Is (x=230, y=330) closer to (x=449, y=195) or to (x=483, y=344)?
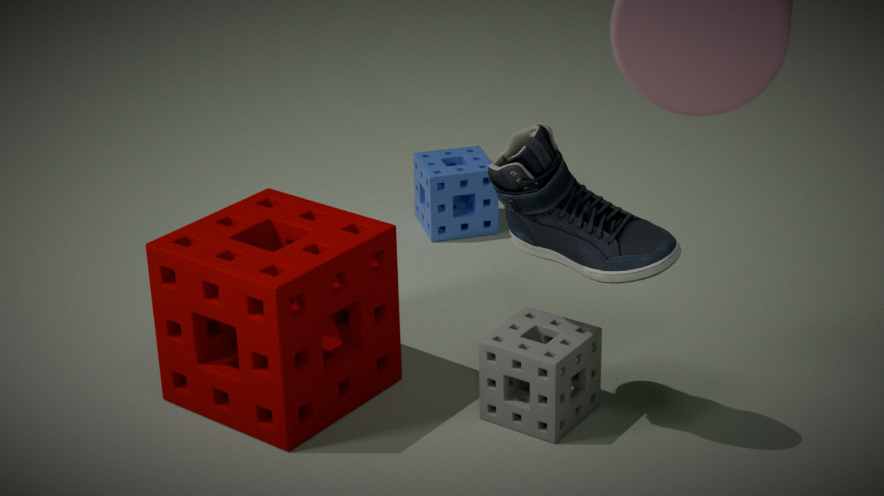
(x=483, y=344)
